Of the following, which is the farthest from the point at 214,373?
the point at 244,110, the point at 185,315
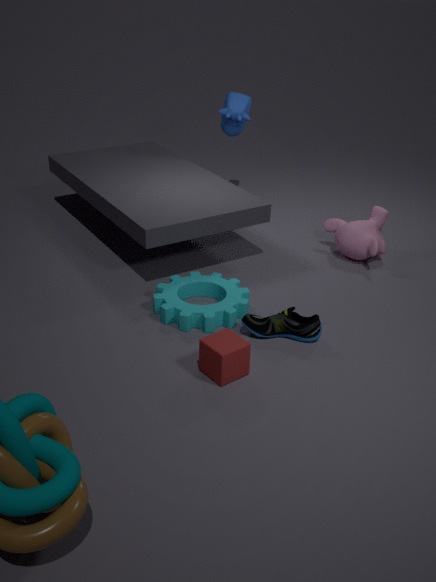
the point at 244,110
